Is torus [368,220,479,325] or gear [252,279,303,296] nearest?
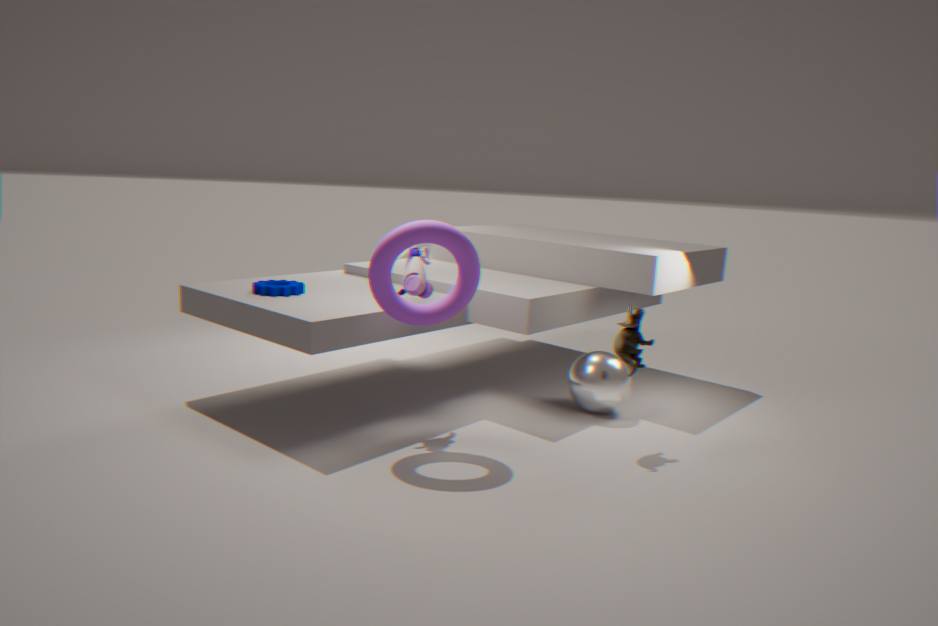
torus [368,220,479,325]
